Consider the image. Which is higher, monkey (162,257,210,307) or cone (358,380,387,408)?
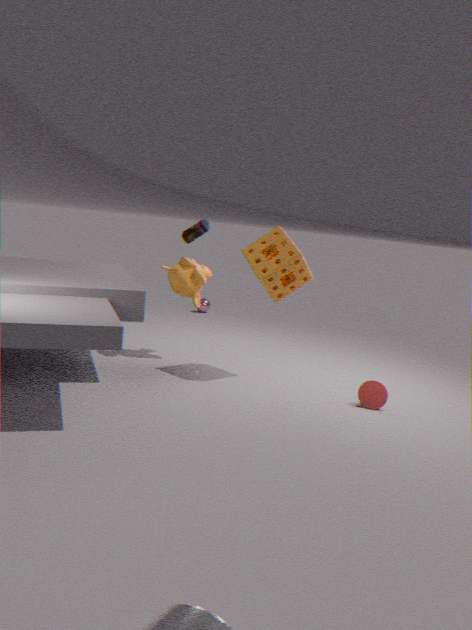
monkey (162,257,210,307)
